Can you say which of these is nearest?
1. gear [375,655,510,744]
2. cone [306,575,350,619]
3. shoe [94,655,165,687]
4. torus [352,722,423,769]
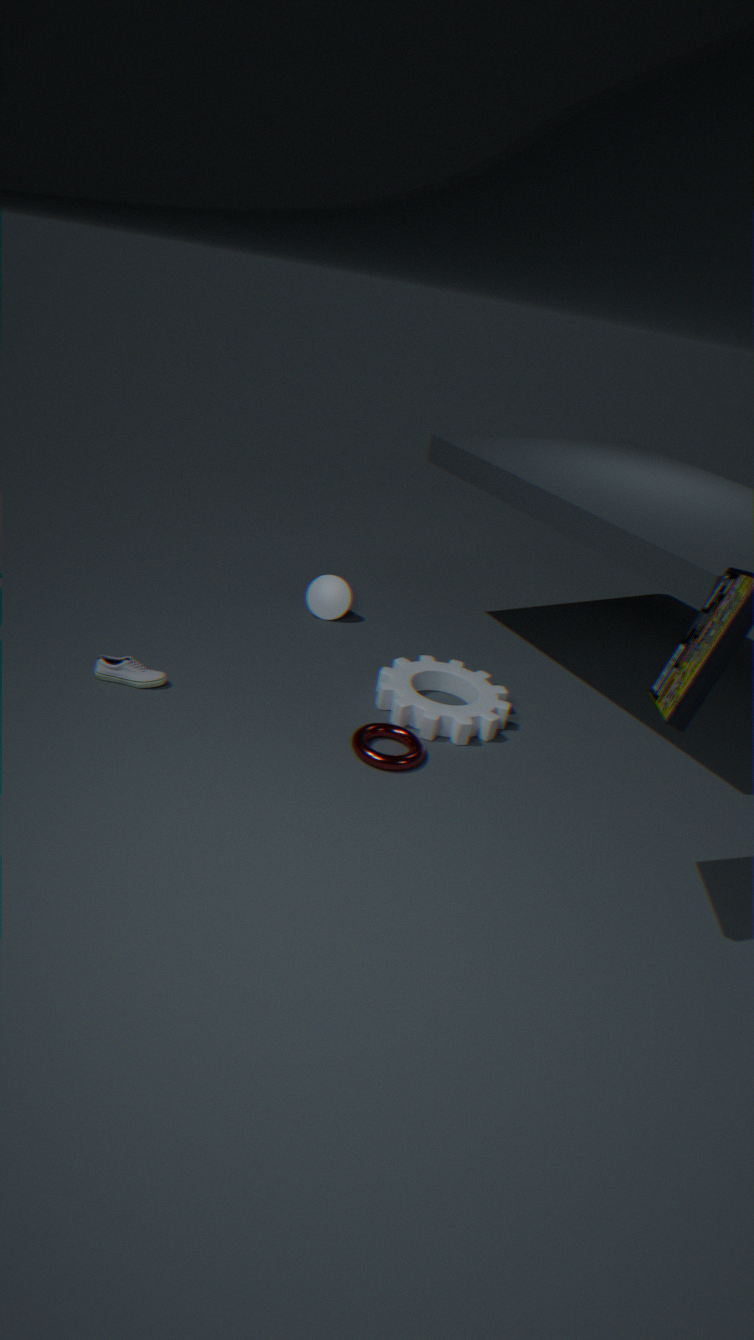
torus [352,722,423,769]
